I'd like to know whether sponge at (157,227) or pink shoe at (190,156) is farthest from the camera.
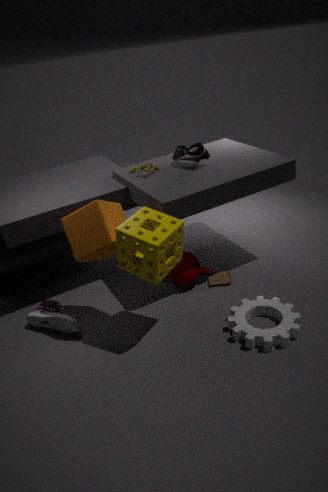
pink shoe at (190,156)
